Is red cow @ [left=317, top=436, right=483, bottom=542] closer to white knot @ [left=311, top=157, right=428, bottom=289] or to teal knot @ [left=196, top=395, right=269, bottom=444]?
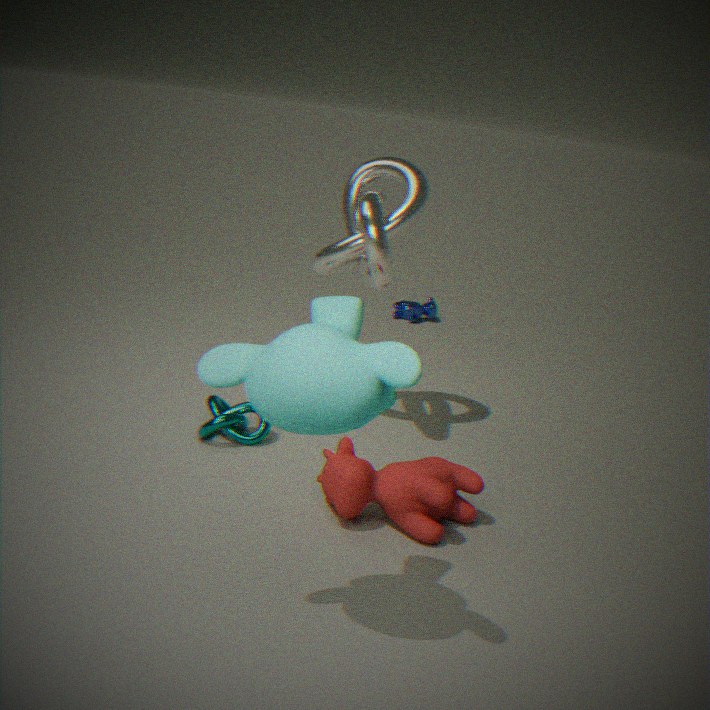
teal knot @ [left=196, top=395, right=269, bottom=444]
